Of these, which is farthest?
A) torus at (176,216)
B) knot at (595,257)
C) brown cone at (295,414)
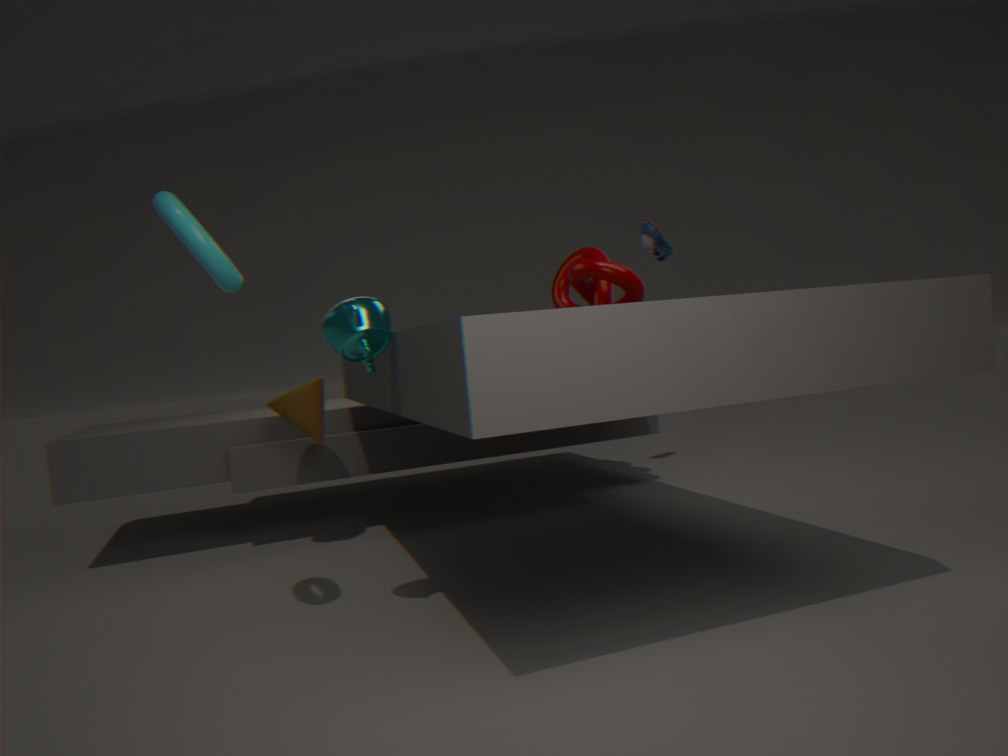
knot at (595,257)
